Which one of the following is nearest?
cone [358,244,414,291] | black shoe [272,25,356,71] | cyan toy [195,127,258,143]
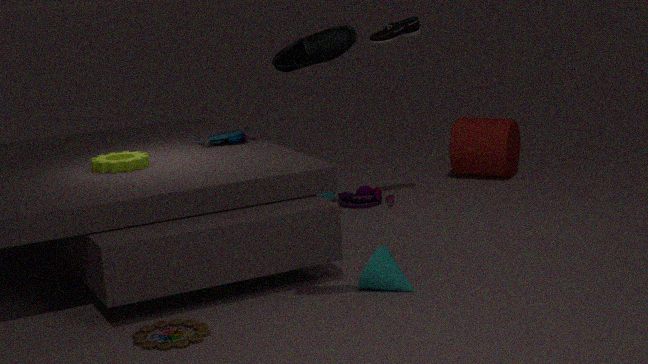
black shoe [272,25,356,71]
